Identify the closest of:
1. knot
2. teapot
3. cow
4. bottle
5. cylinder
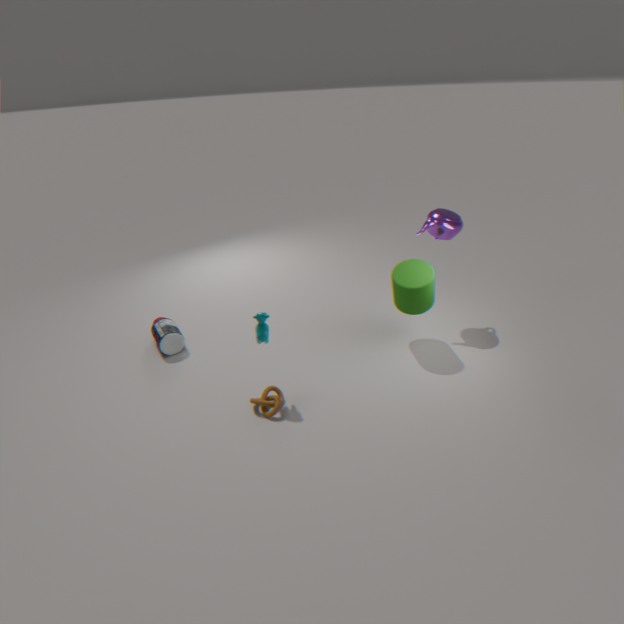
cow
